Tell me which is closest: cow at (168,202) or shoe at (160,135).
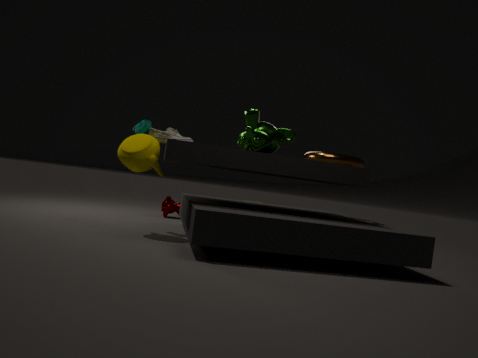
shoe at (160,135)
